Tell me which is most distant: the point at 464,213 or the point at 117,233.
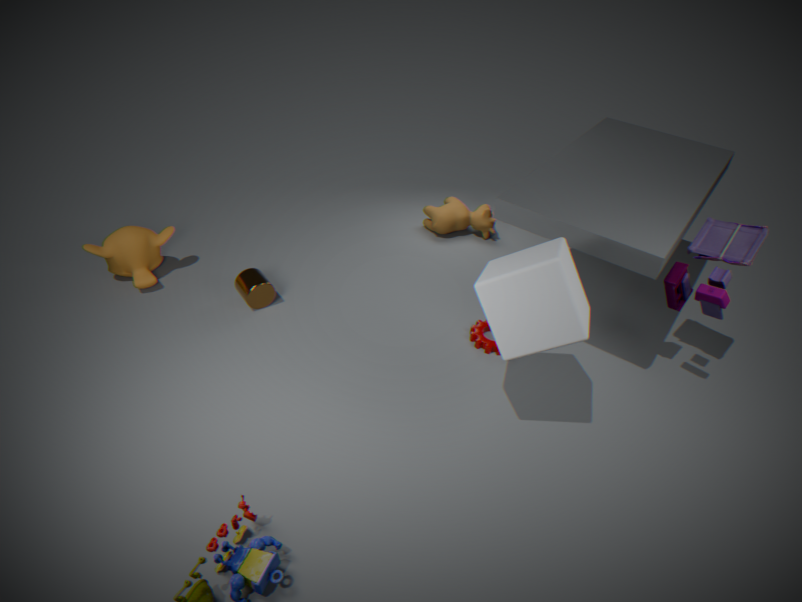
the point at 464,213
